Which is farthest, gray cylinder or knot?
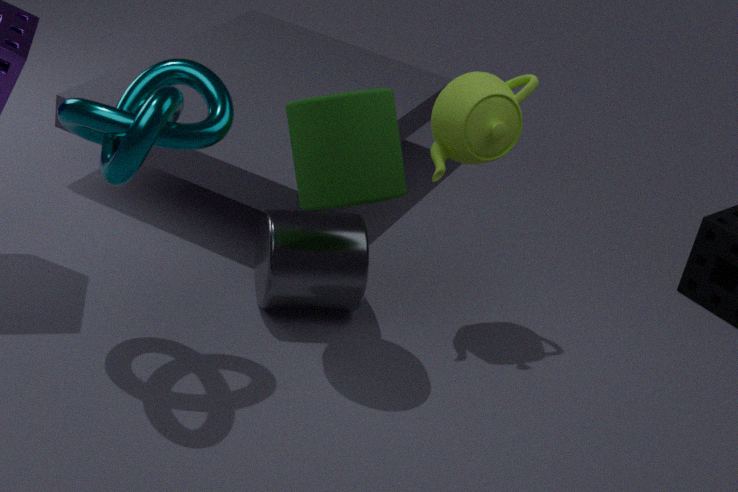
gray cylinder
